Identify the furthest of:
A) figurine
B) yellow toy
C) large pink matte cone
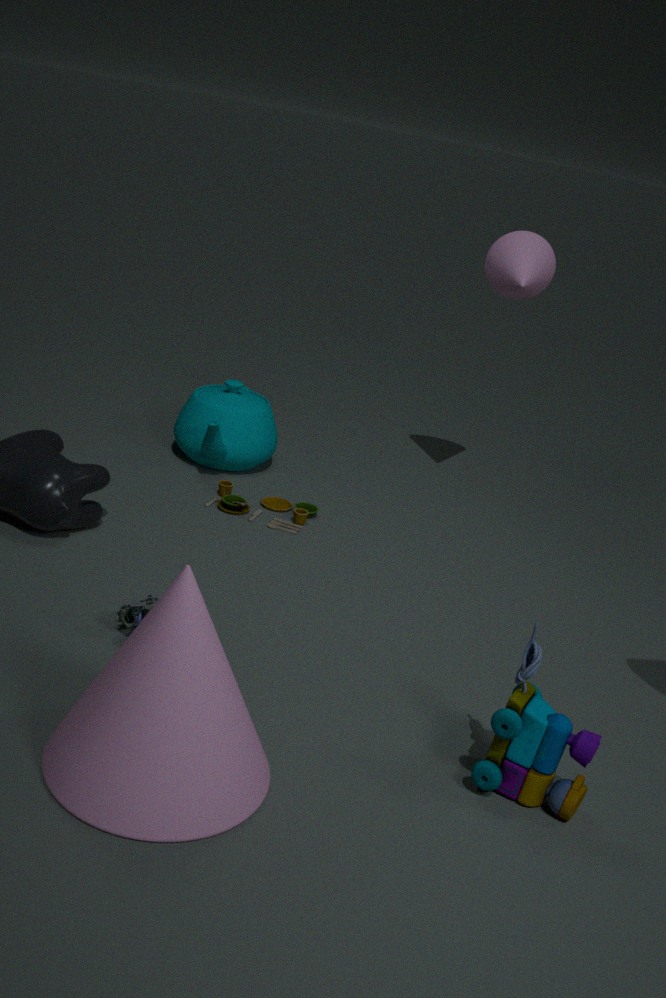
yellow toy
